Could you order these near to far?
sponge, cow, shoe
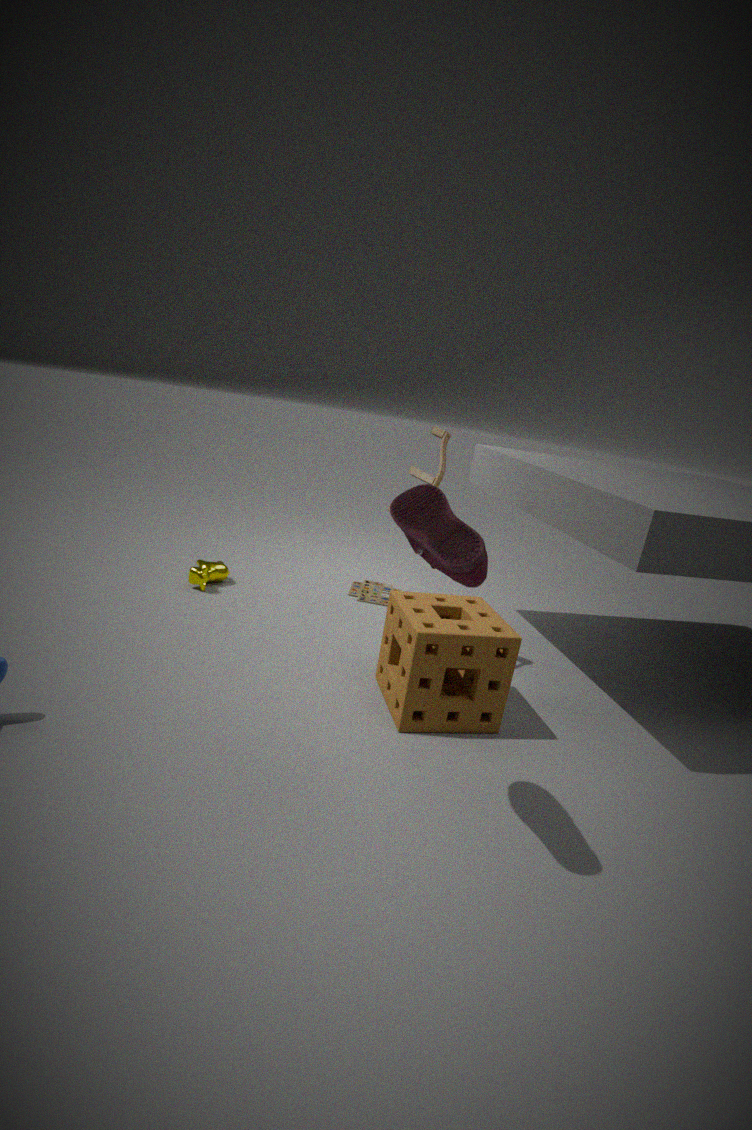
shoe < sponge < cow
